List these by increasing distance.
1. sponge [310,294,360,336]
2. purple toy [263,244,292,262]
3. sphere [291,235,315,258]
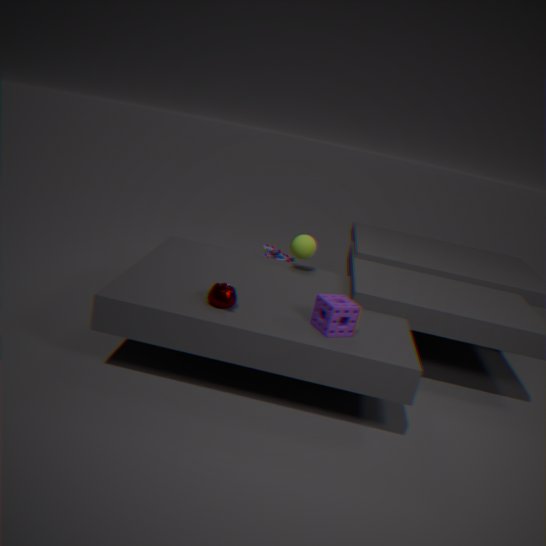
1. sponge [310,294,360,336]
2. sphere [291,235,315,258]
3. purple toy [263,244,292,262]
